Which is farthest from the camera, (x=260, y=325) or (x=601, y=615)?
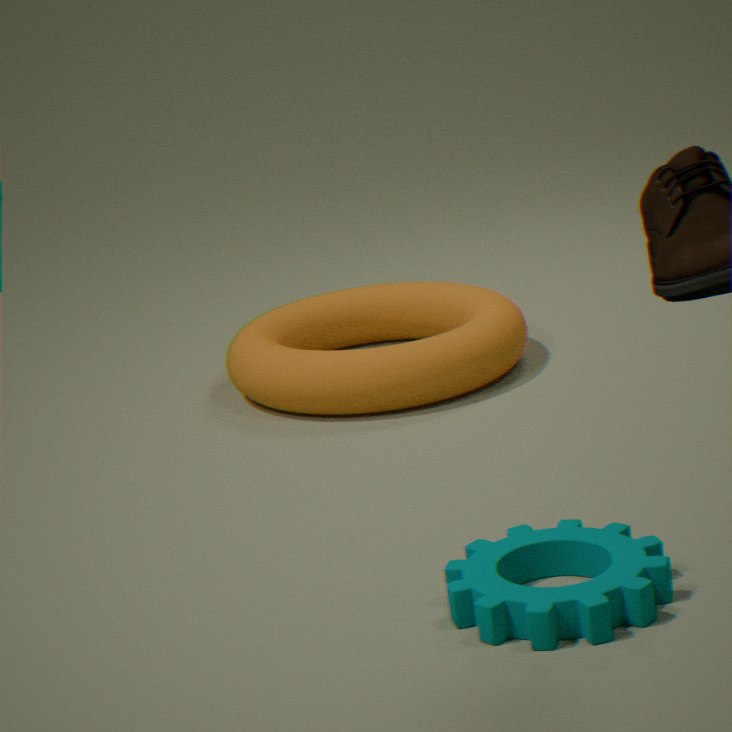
(x=260, y=325)
